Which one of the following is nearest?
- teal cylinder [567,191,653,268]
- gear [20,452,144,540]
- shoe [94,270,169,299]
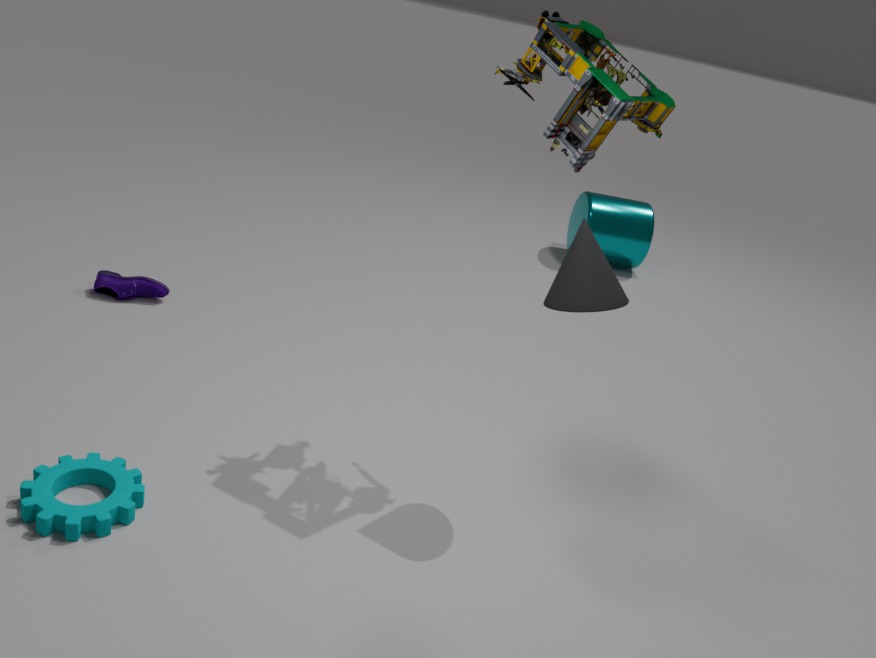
gear [20,452,144,540]
